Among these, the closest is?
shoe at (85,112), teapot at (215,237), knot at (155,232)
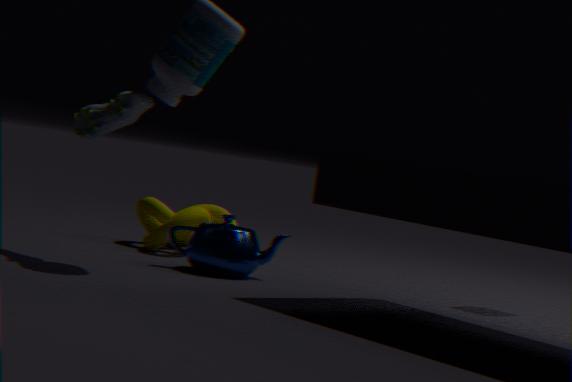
shoe at (85,112)
